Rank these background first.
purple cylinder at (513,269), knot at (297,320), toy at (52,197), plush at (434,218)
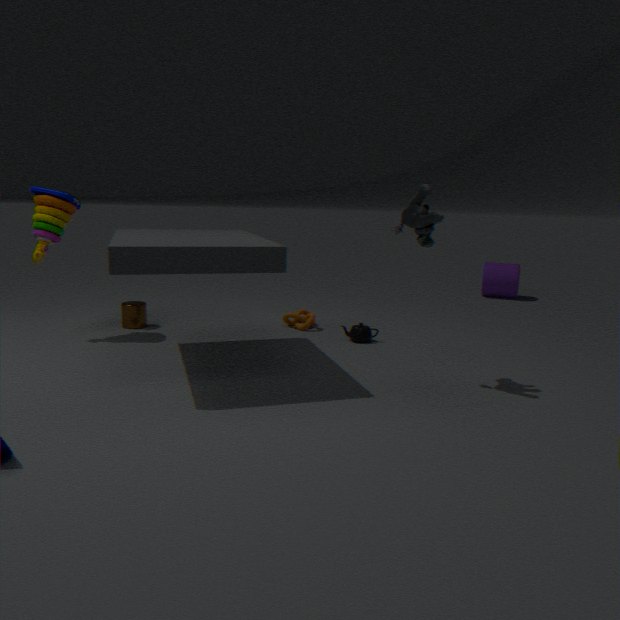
purple cylinder at (513,269), knot at (297,320), toy at (52,197), plush at (434,218)
